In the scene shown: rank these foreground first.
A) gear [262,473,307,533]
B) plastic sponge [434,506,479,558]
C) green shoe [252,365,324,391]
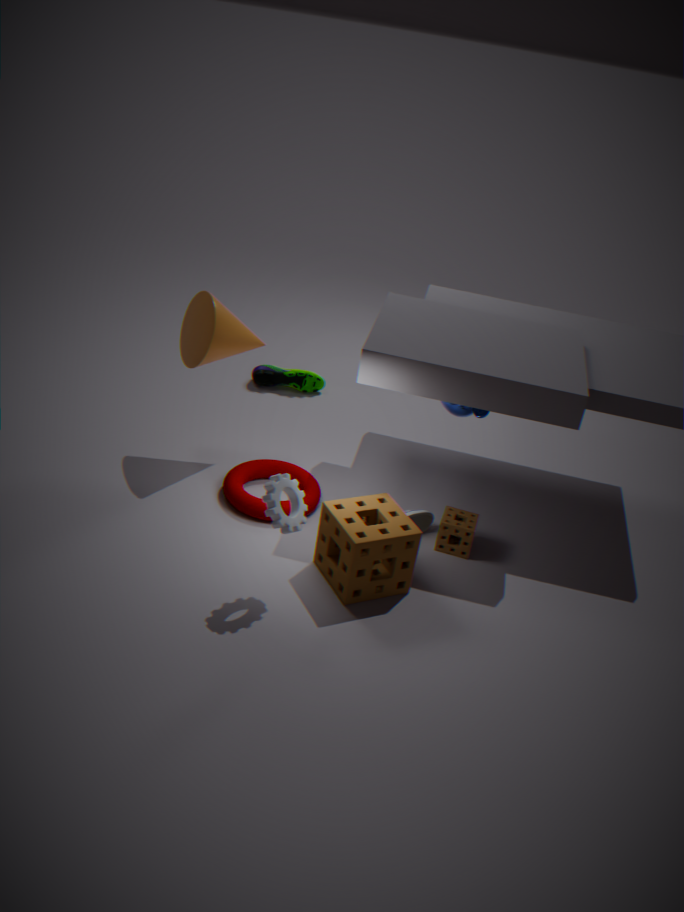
A. gear [262,473,307,533]
B. plastic sponge [434,506,479,558]
C. green shoe [252,365,324,391]
